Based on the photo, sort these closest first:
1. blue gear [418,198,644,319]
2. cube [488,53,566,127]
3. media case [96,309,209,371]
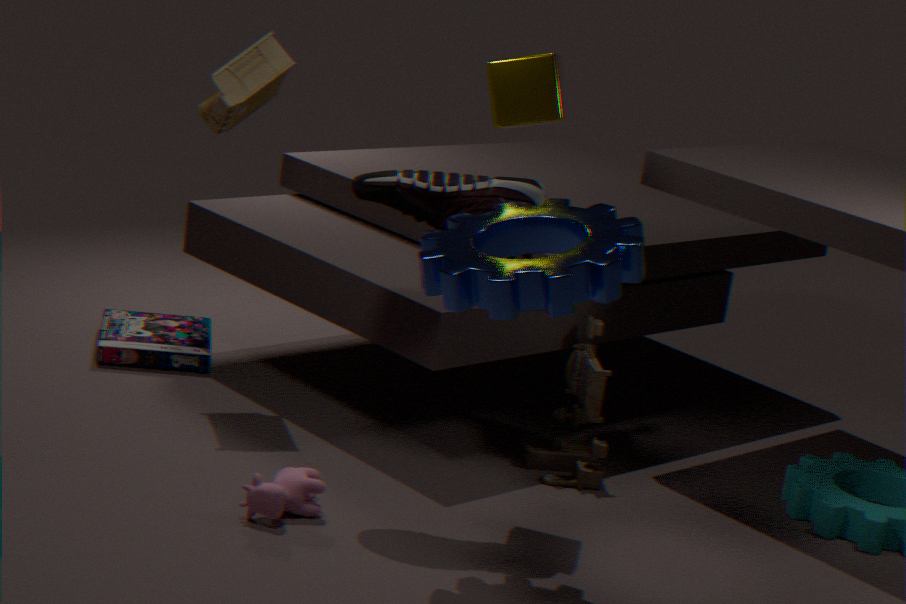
blue gear [418,198,644,319] < cube [488,53,566,127] < media case [96,309,209,371]
